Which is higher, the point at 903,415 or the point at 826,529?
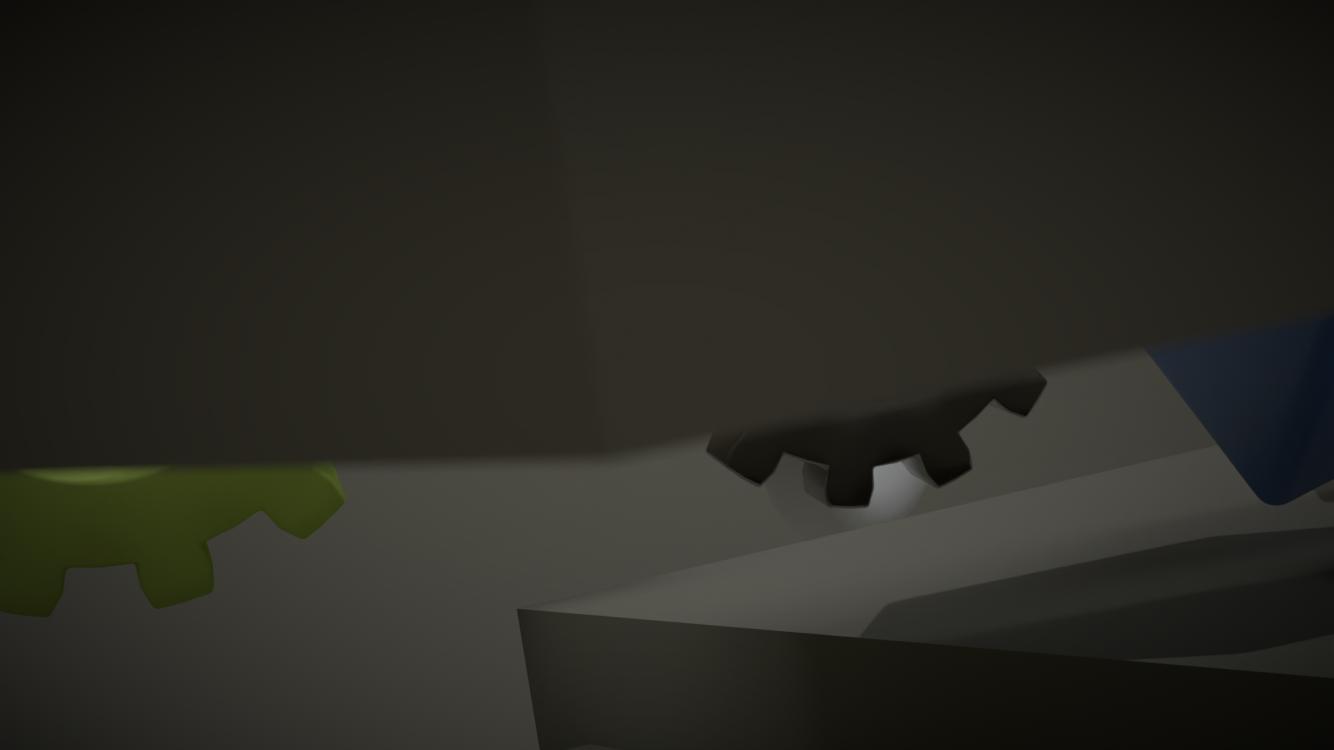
the point at 903,415
